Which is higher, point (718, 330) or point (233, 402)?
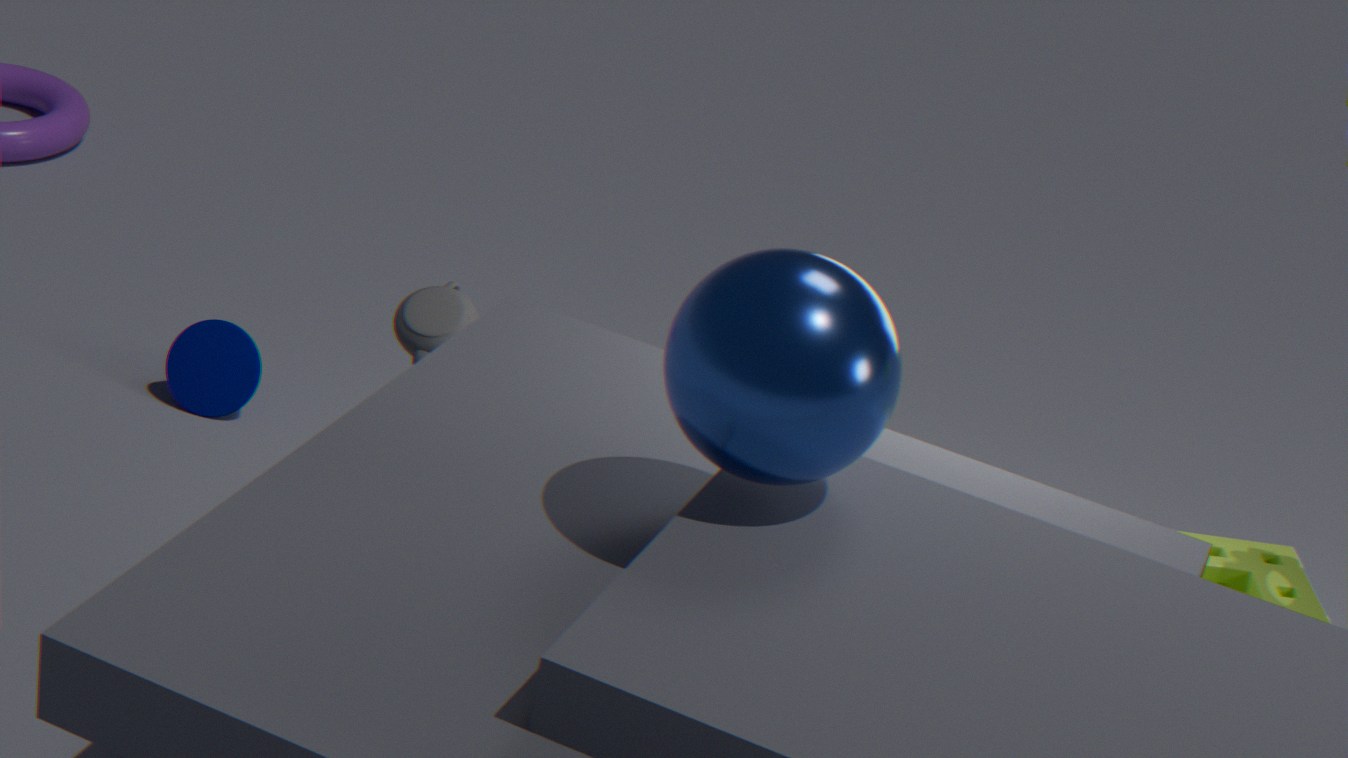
point (718, 330)
